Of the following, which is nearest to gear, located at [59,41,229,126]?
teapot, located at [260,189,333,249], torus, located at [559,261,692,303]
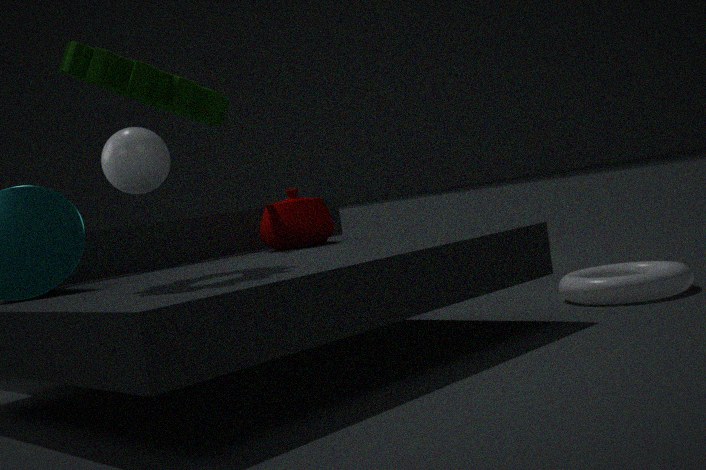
teapot, located at [260,189,333,249]
